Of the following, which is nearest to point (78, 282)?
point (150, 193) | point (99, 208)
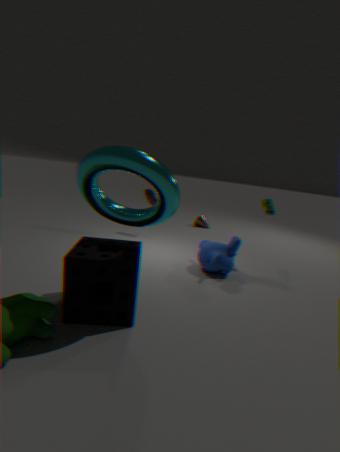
point (99, 208)
